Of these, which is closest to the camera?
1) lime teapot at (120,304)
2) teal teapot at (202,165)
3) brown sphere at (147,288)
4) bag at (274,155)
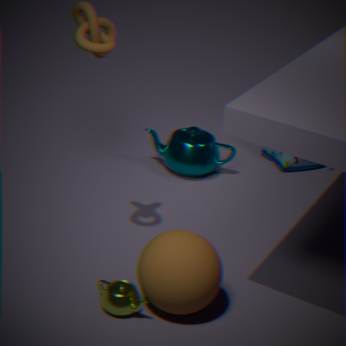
3. brown sphere at (147,288)
